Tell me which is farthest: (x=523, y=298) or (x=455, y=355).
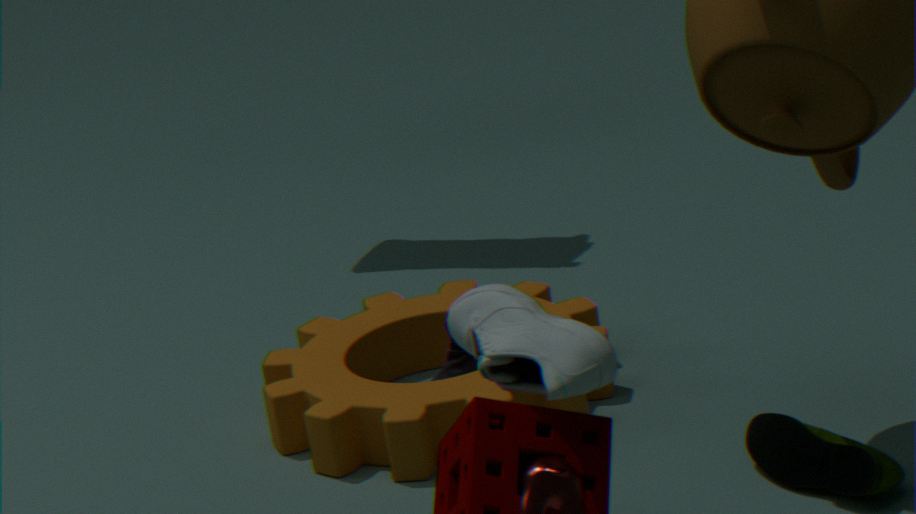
(x=455, y=355)
